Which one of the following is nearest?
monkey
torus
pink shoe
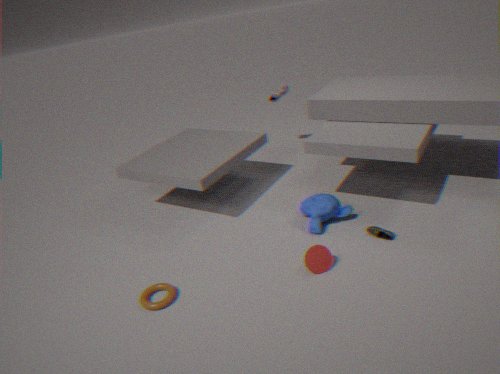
torus
